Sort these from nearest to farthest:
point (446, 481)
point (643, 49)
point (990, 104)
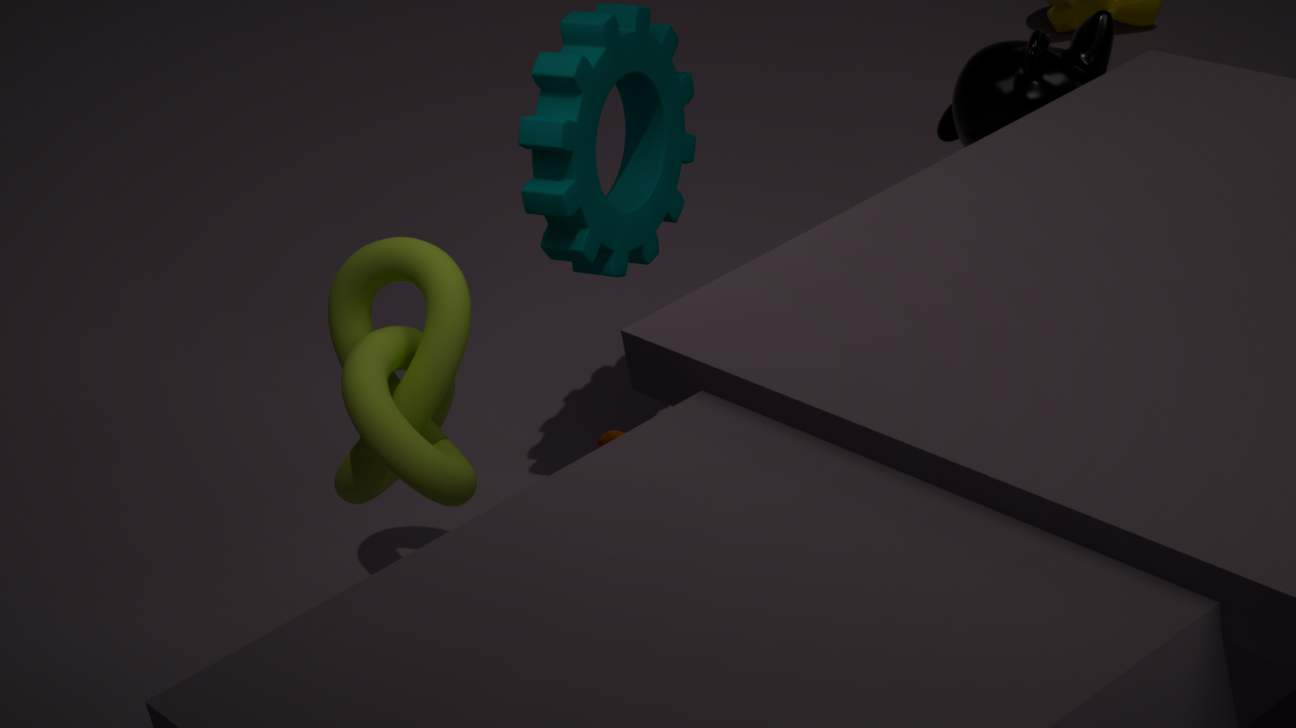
point (446, 481) → point (990, 104) → point (643, 49)
